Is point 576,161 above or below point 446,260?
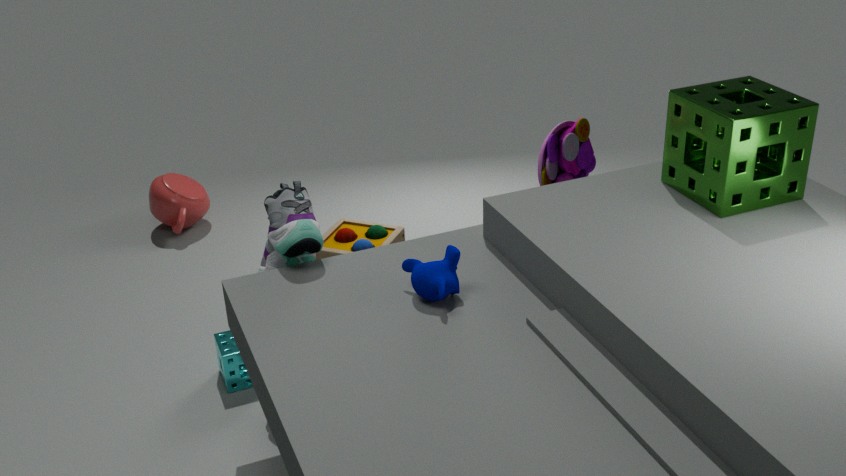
below
